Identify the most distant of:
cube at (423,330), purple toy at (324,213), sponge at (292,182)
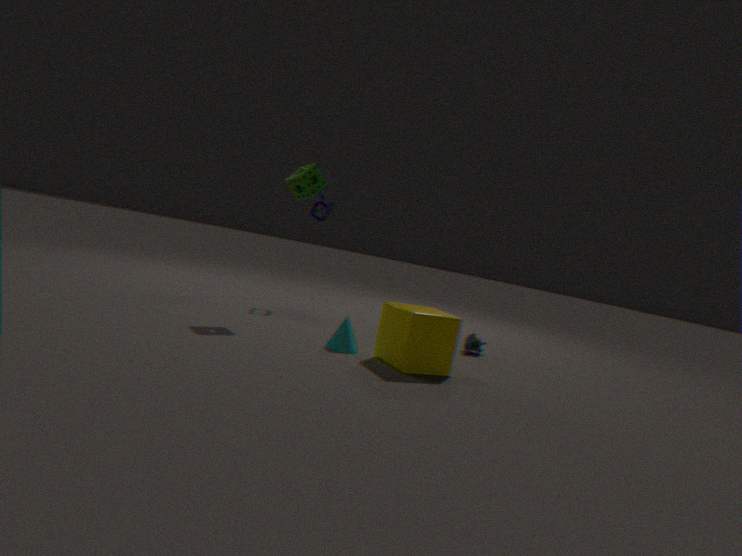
purple toy at (324,213)
